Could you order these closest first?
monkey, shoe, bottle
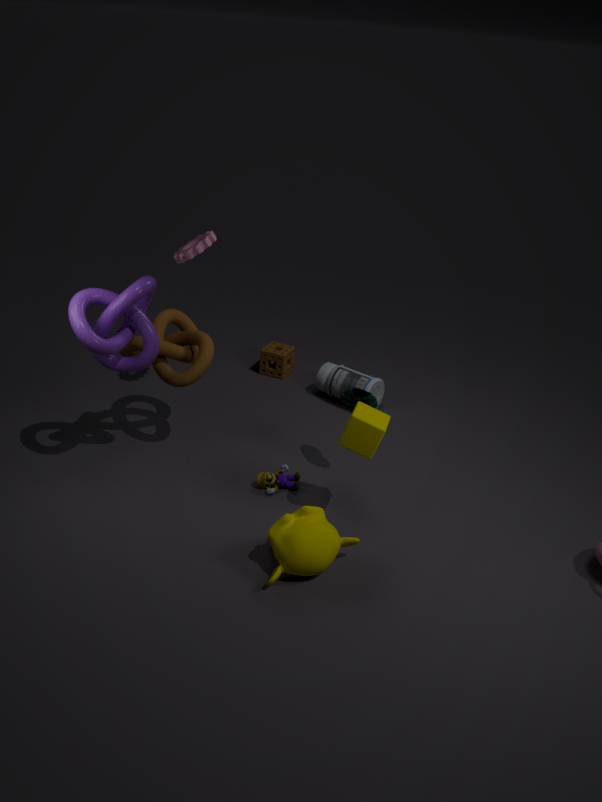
monkey
shoe
bottle
